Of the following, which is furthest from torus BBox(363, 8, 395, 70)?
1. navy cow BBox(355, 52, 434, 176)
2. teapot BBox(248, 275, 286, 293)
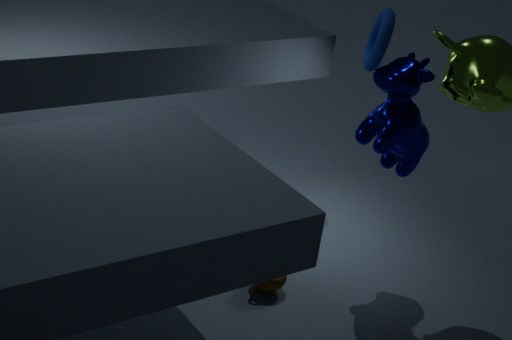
teapot BBox(248, 275, 286, 293)
